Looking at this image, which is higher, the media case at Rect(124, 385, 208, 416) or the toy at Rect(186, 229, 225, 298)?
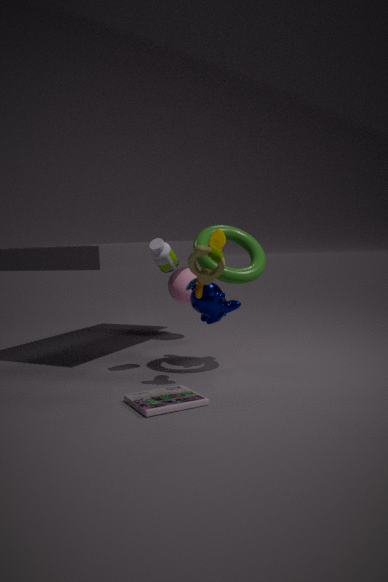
the toy at Rect(186, 229, 225, 298)
